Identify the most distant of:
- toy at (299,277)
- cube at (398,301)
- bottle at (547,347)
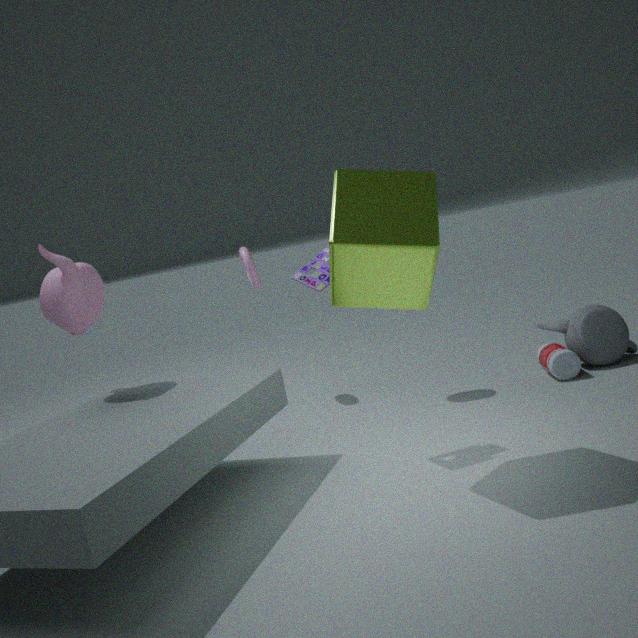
bottle at (547,347)
